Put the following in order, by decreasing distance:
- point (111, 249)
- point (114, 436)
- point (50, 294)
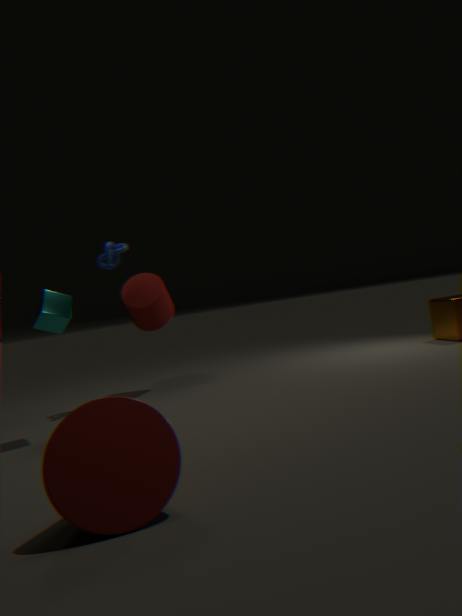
point (111, 249), point (50, 294), point (114, 436)
